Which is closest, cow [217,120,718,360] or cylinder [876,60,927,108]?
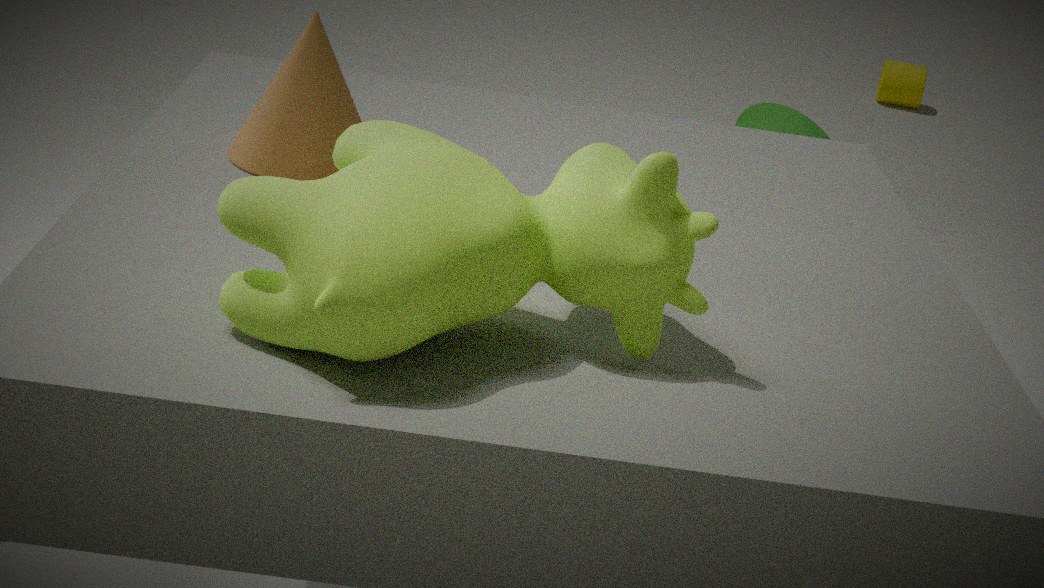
cow [217,120,718,360]
